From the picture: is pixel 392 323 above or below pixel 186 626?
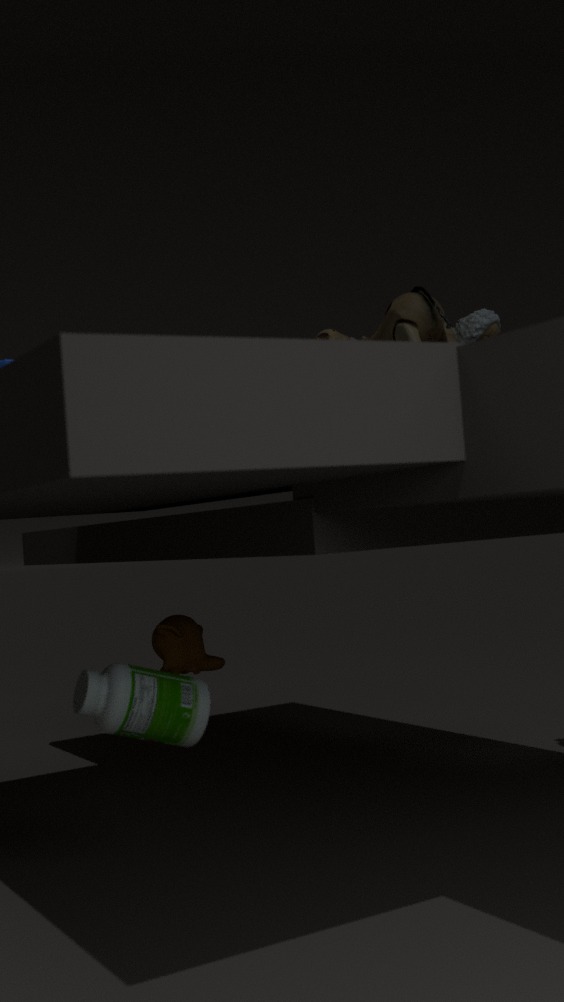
above
